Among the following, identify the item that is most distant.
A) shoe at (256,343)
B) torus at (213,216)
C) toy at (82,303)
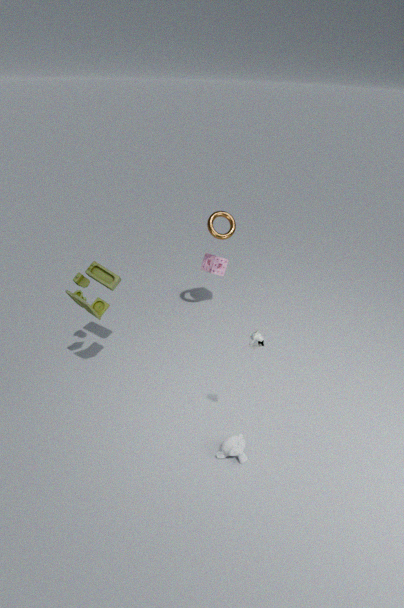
torus at (213,216)
